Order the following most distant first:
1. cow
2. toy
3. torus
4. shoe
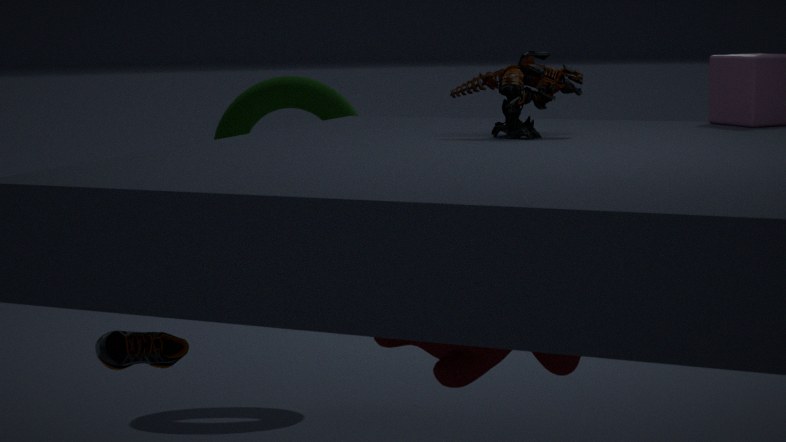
torus
toy
shoe
cow
